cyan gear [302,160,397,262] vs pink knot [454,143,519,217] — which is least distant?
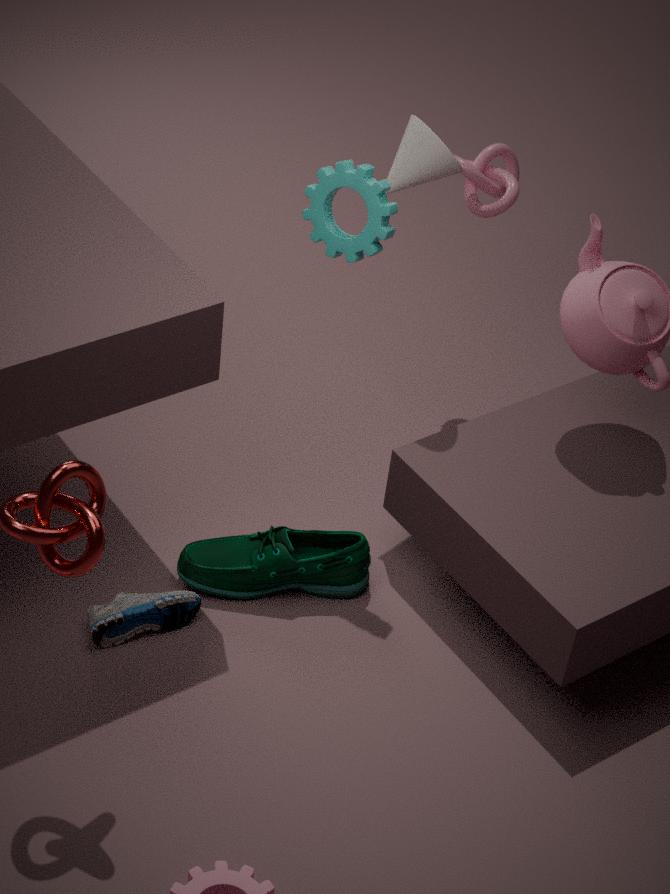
cyan gear [302,160,397,262]
